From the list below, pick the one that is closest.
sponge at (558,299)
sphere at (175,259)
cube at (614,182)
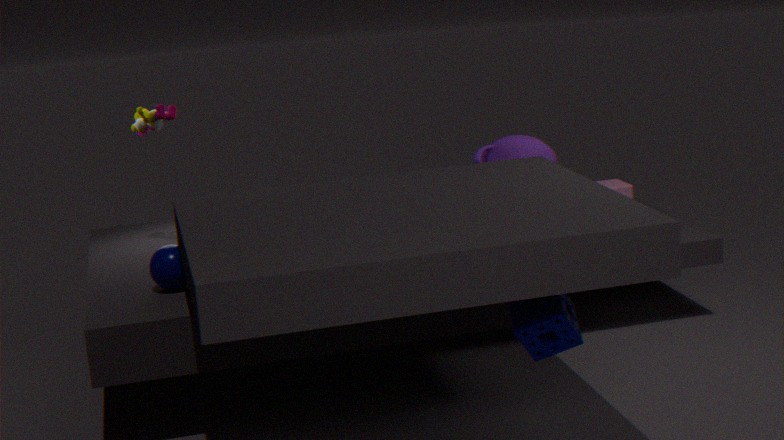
sponge at (558,299)
